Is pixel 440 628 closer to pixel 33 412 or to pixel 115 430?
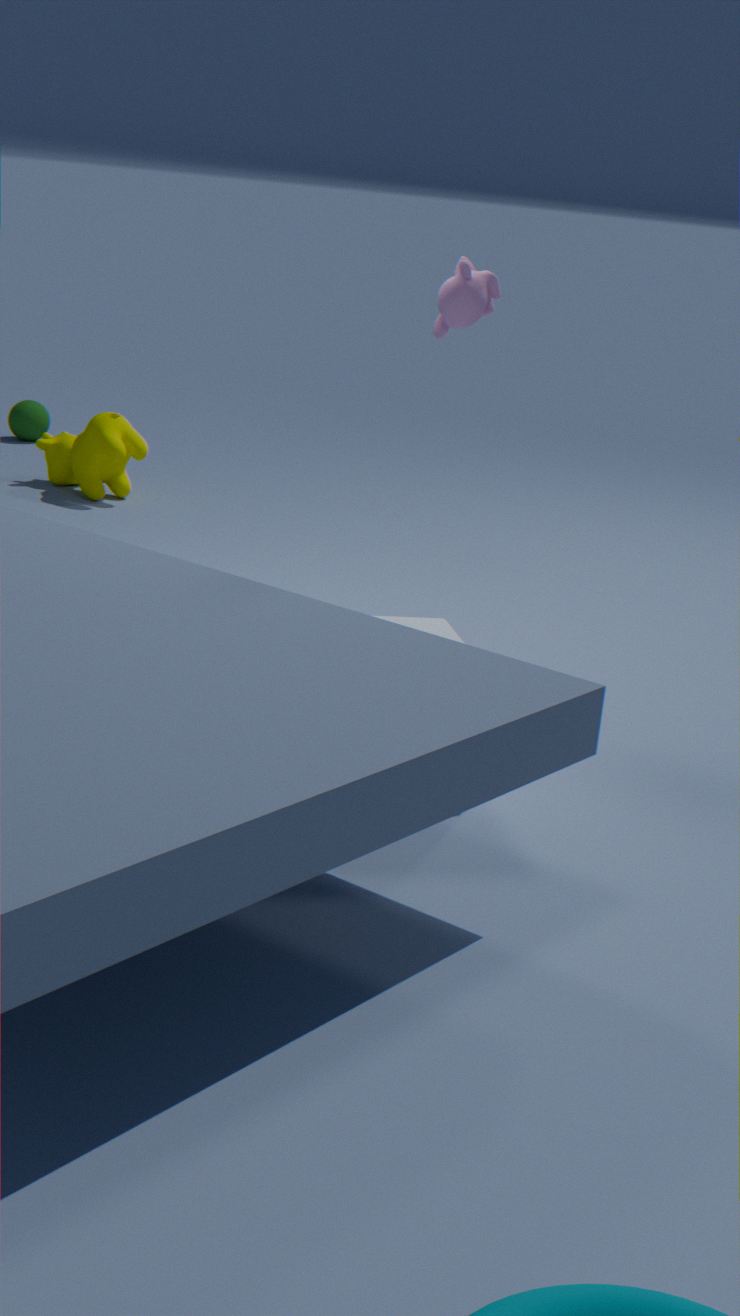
pixel 115 430
